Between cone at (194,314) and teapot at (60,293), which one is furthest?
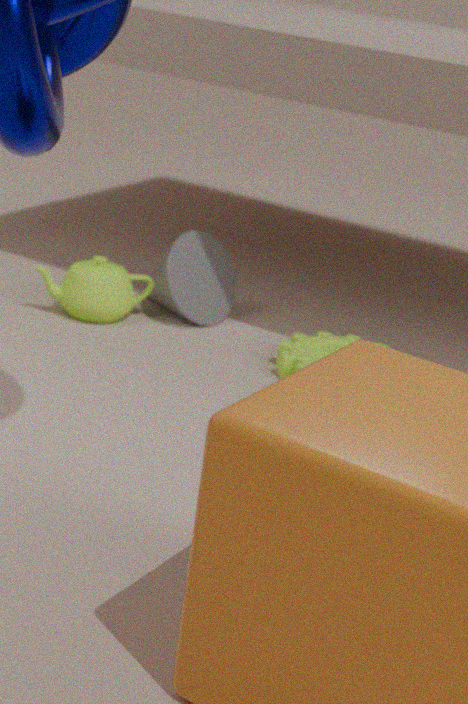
cone at (194,314)
